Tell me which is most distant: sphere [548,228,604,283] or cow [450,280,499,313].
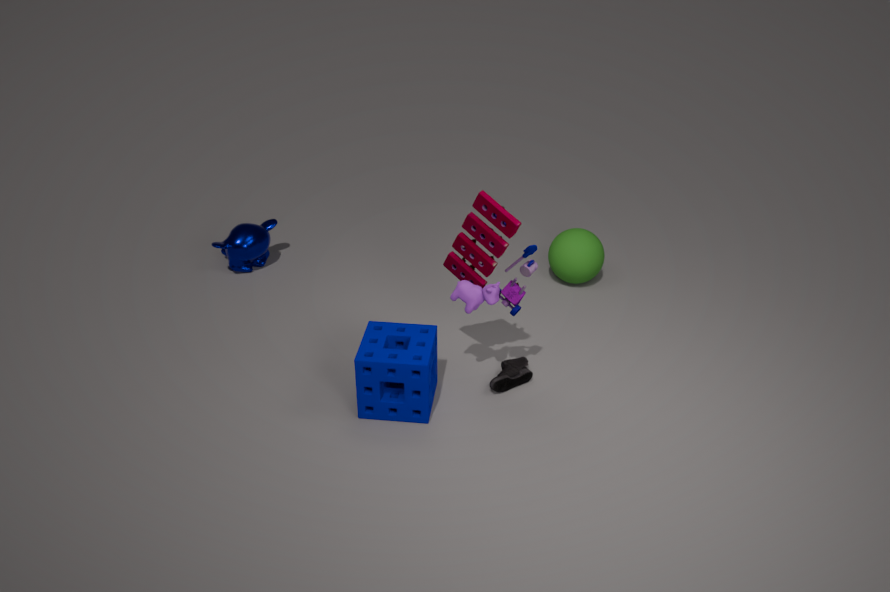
sphere [548,228,604,283]
